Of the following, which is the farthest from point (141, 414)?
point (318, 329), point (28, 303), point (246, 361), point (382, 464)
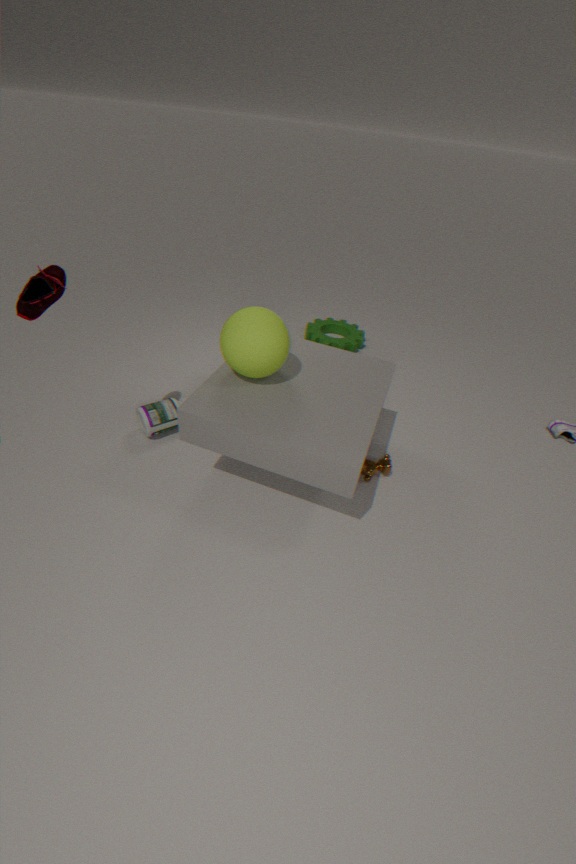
point (318, 329)
